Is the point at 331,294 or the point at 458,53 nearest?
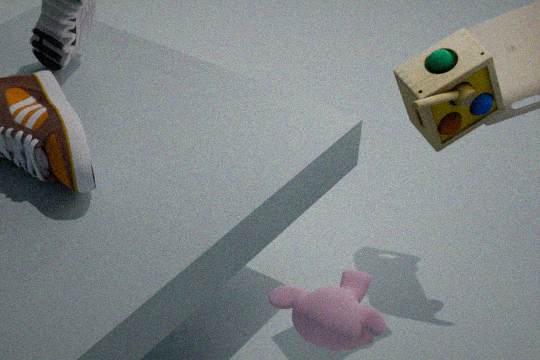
the point at 331,294
